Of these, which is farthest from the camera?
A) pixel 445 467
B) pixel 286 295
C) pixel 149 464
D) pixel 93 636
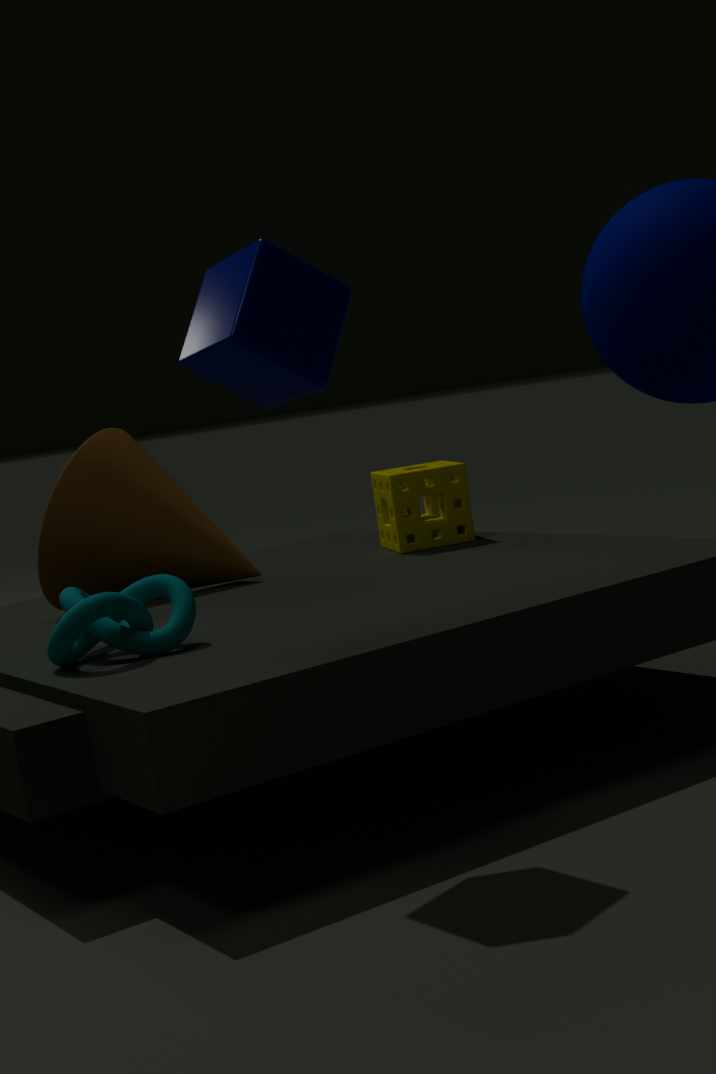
pixel 445 467
